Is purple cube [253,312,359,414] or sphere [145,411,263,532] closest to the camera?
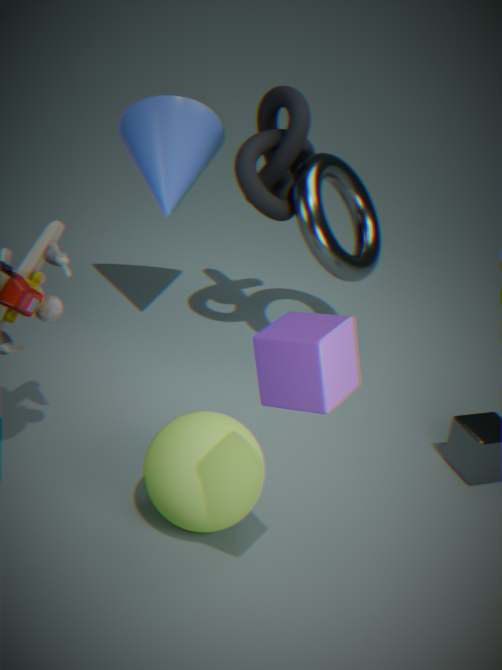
purple cube [253,312,359,414]
